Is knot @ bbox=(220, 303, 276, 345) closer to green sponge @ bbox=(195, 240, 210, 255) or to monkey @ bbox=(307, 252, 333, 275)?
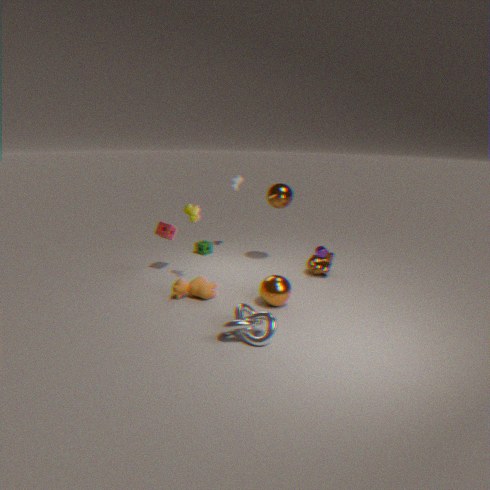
monkey @ bbox=(307, 252, 333, 275)
